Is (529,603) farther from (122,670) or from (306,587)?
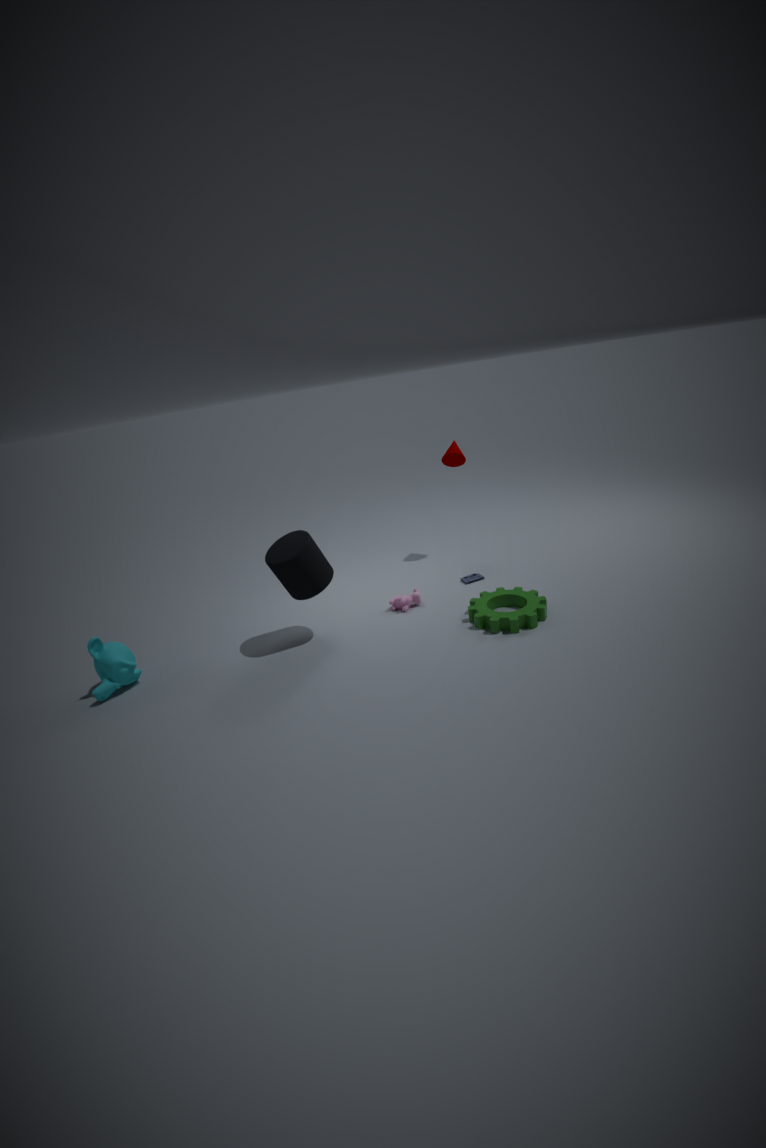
(122,670)
